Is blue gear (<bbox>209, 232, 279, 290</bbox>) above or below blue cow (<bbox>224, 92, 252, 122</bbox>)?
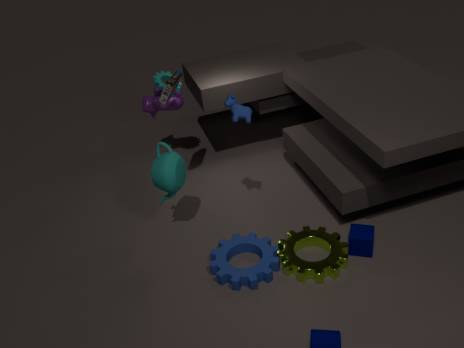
below
